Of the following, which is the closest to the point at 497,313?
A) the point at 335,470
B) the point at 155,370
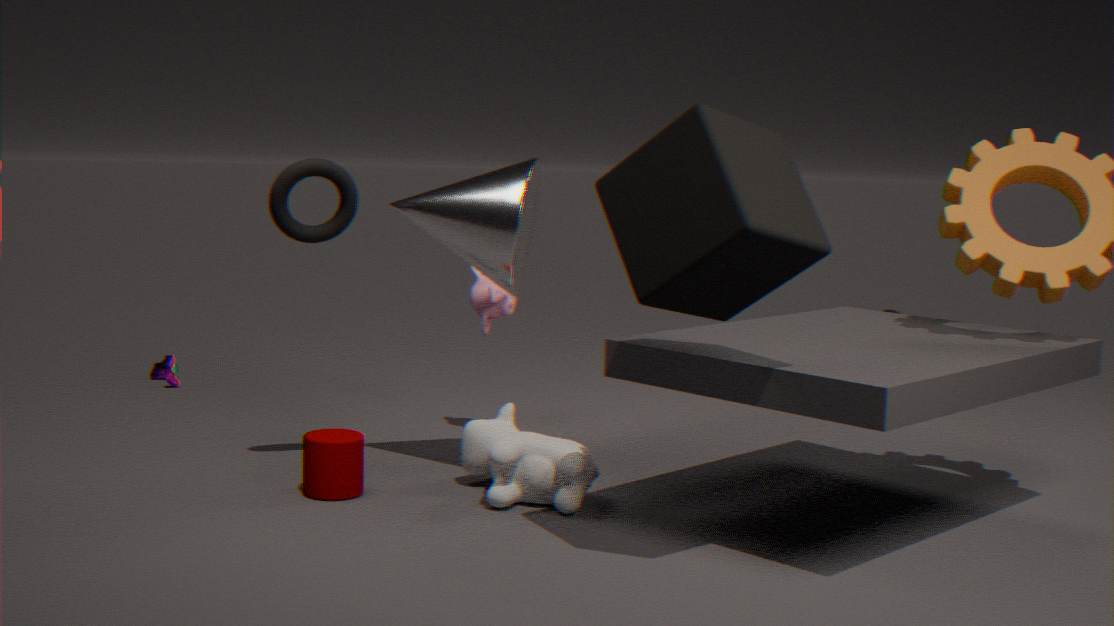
the point at 335,470
